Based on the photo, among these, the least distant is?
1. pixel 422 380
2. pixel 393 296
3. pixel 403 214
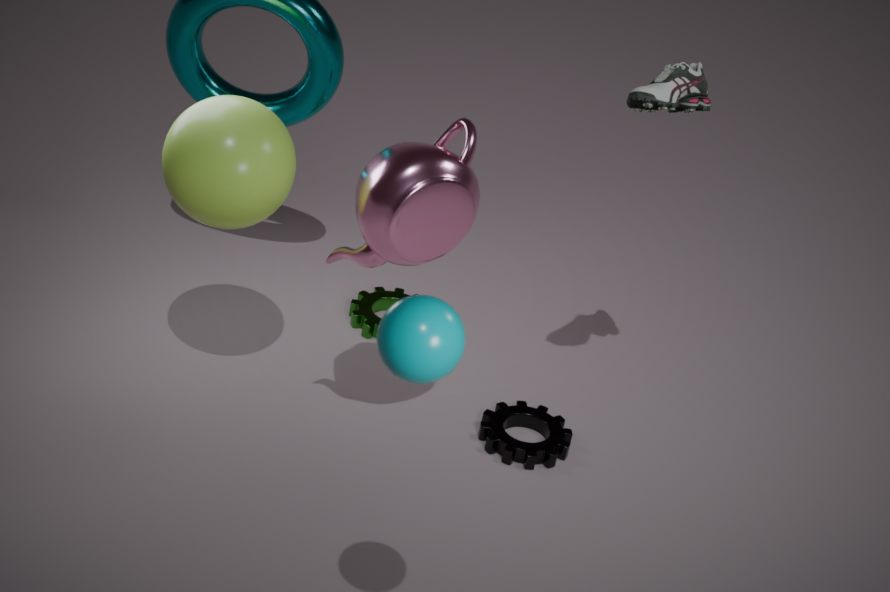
pixel 422 380
